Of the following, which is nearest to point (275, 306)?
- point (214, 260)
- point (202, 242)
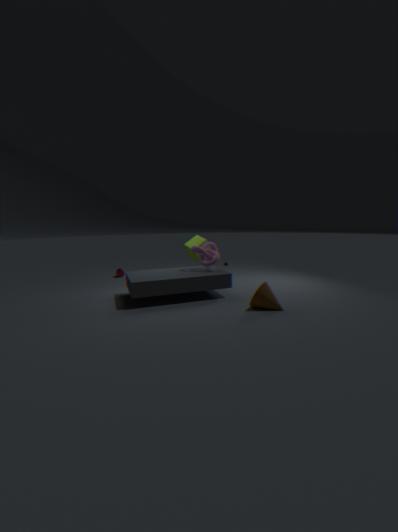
point (214, 260)
